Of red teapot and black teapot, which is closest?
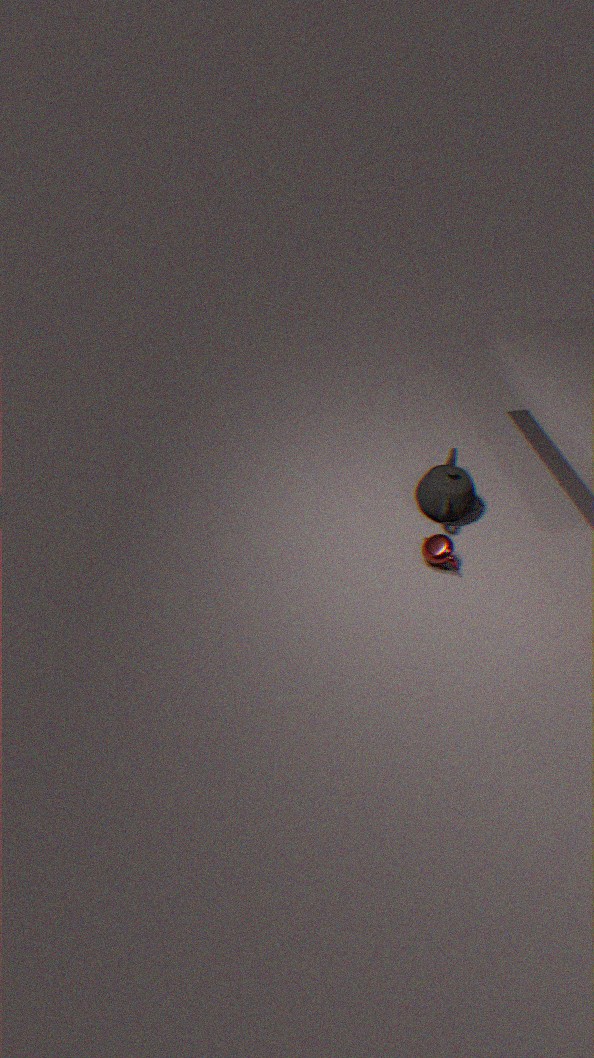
red teapot
